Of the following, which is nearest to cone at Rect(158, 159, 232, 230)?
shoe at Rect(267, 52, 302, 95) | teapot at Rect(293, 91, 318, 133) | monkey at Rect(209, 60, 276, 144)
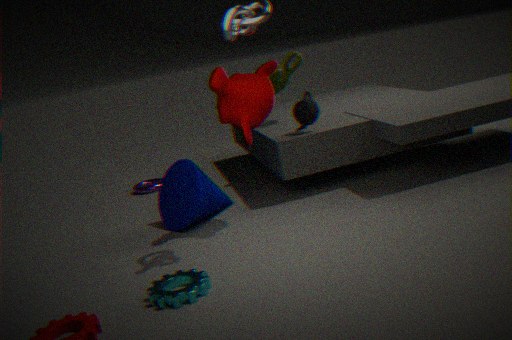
monkey at Rect(209, 60, 276, 144)
